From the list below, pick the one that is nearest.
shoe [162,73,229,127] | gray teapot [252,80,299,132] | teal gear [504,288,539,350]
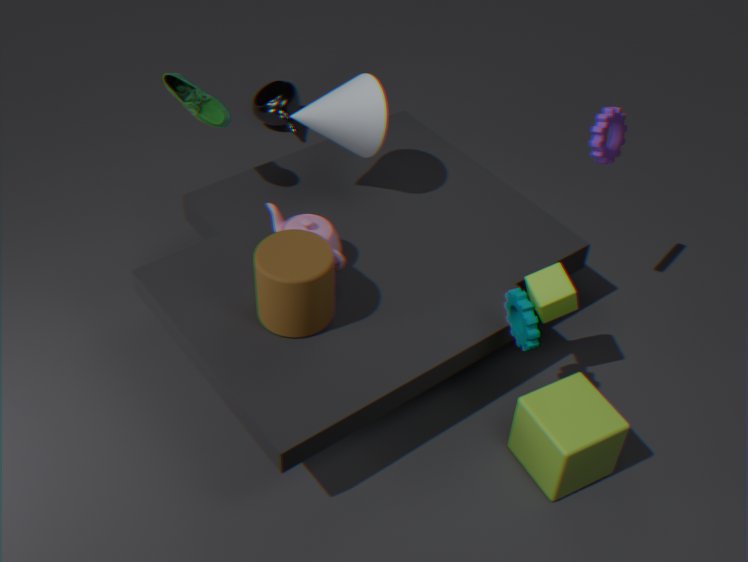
teal gear [504,288,539,350]
